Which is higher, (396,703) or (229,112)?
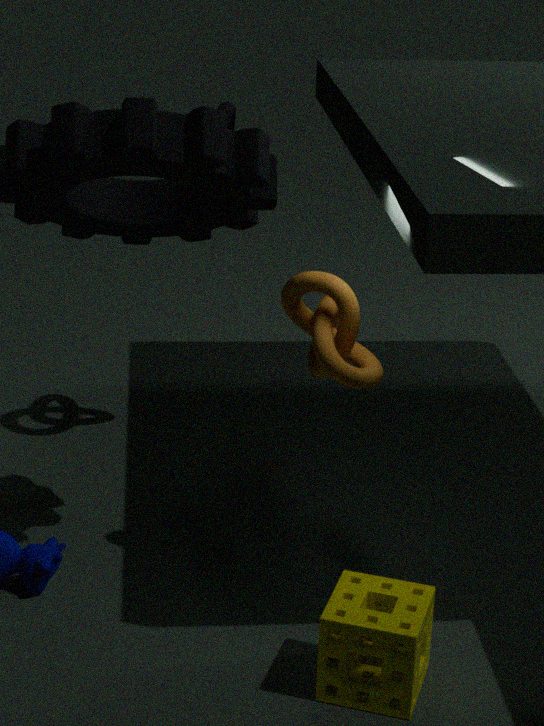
(229,112)
